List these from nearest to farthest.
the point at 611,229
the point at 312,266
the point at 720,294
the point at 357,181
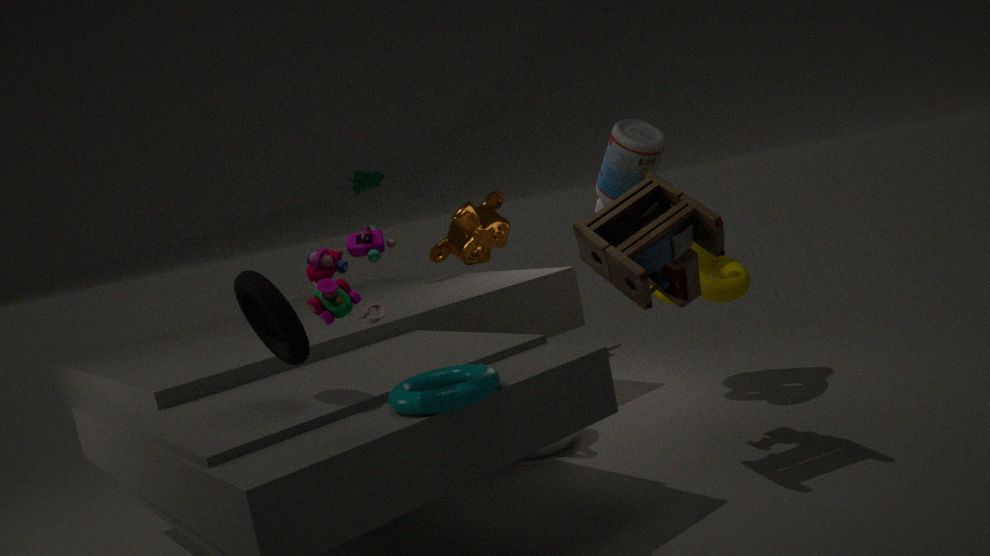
the point at 312,266, the point at 611,229, the point at 720,294, the point at 357,181
